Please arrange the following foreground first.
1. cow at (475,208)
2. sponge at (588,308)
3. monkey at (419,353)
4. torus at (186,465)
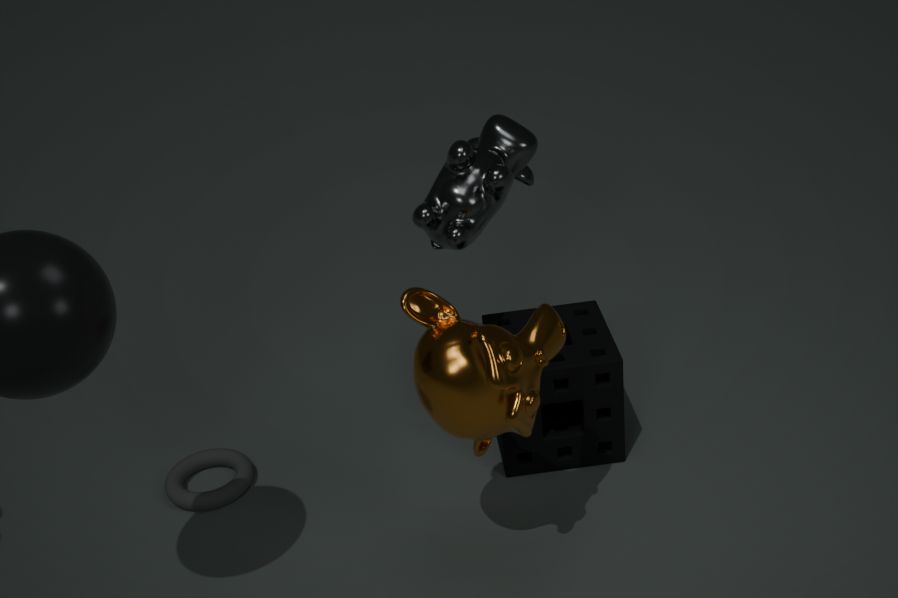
monkey at (419,353)
cow at (475,208)
sponge at (588,308)
torus at (186,465)
